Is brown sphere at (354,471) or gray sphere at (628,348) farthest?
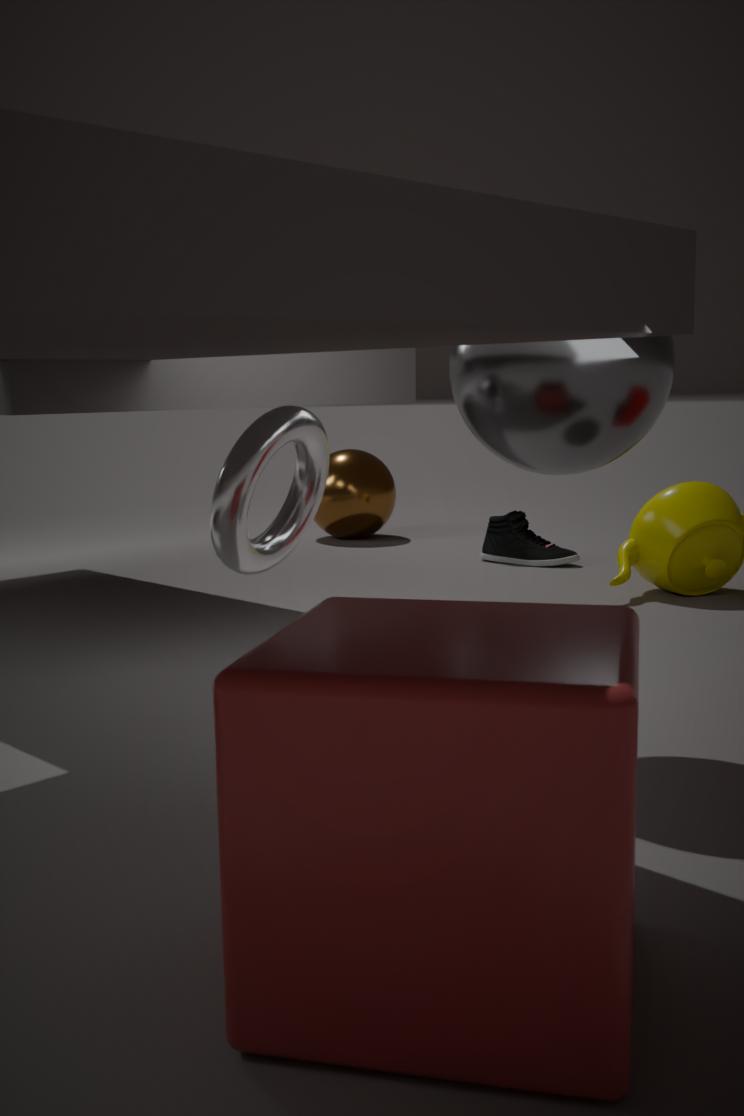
brown sphere at (354,471)
